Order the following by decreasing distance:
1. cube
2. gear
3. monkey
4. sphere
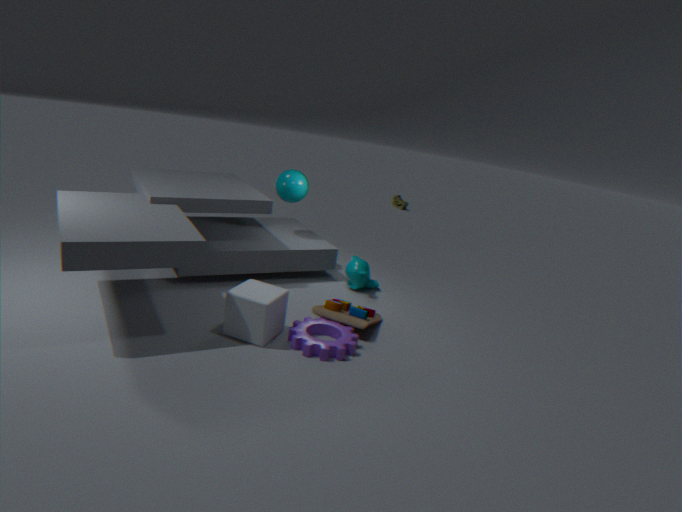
1. sphere
2. monkey
3. gear
4. cube
